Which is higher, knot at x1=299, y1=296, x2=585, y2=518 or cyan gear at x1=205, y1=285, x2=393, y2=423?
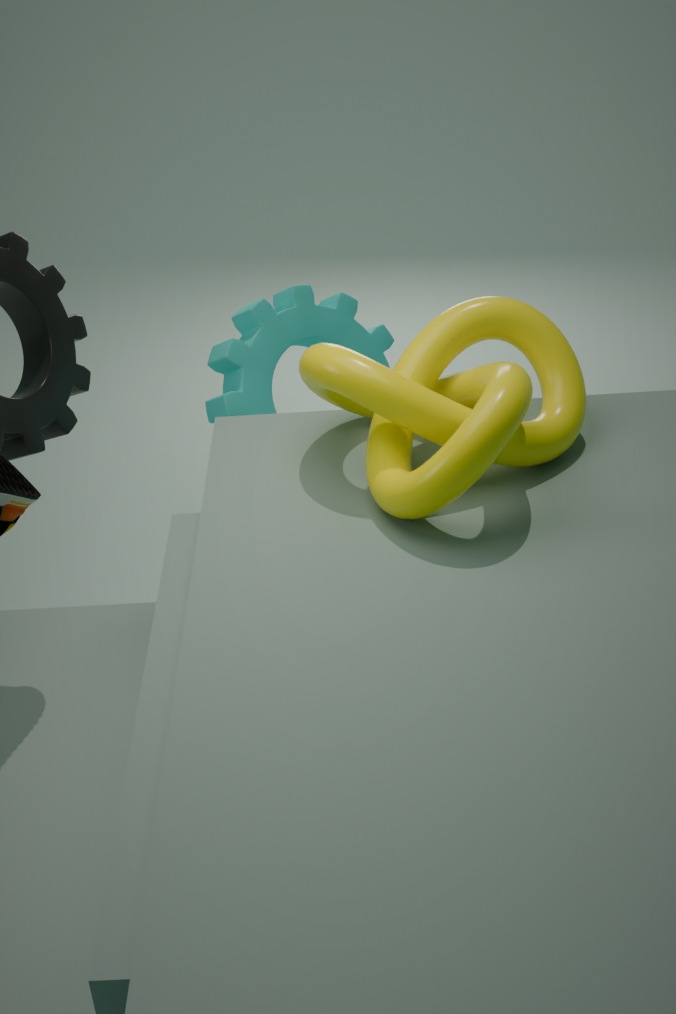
knot at x1=299, y1=296, x2=585, y2=518
